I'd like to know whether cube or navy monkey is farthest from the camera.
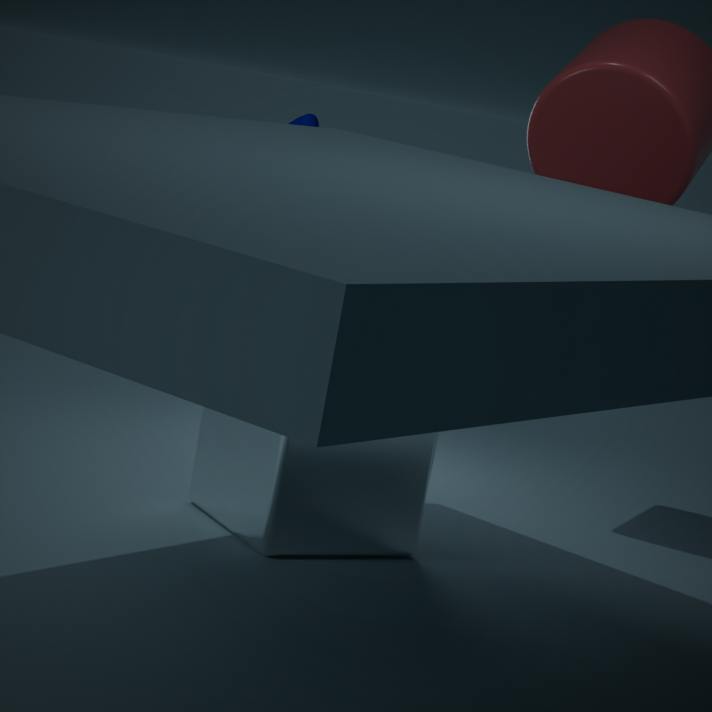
navy monkey
